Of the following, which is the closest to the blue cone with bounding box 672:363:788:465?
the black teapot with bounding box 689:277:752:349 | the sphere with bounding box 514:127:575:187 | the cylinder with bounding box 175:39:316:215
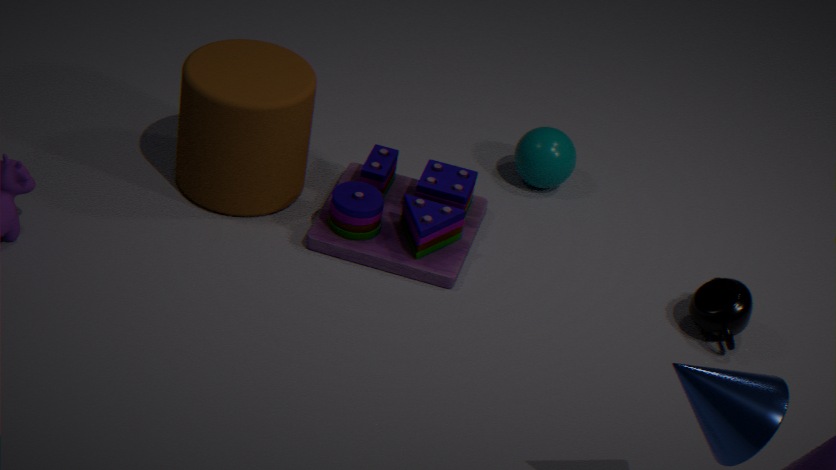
the black teapot with bounding box 689:277:752:349
